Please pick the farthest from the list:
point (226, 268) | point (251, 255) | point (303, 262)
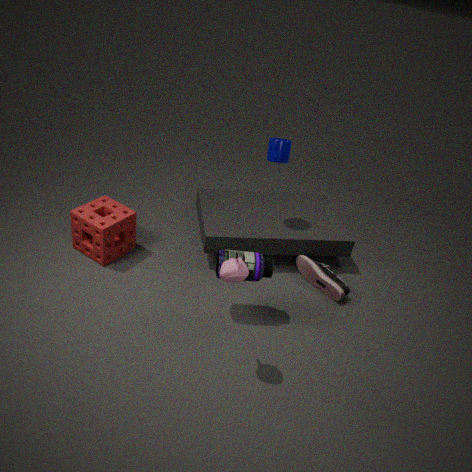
point (303, 262)
